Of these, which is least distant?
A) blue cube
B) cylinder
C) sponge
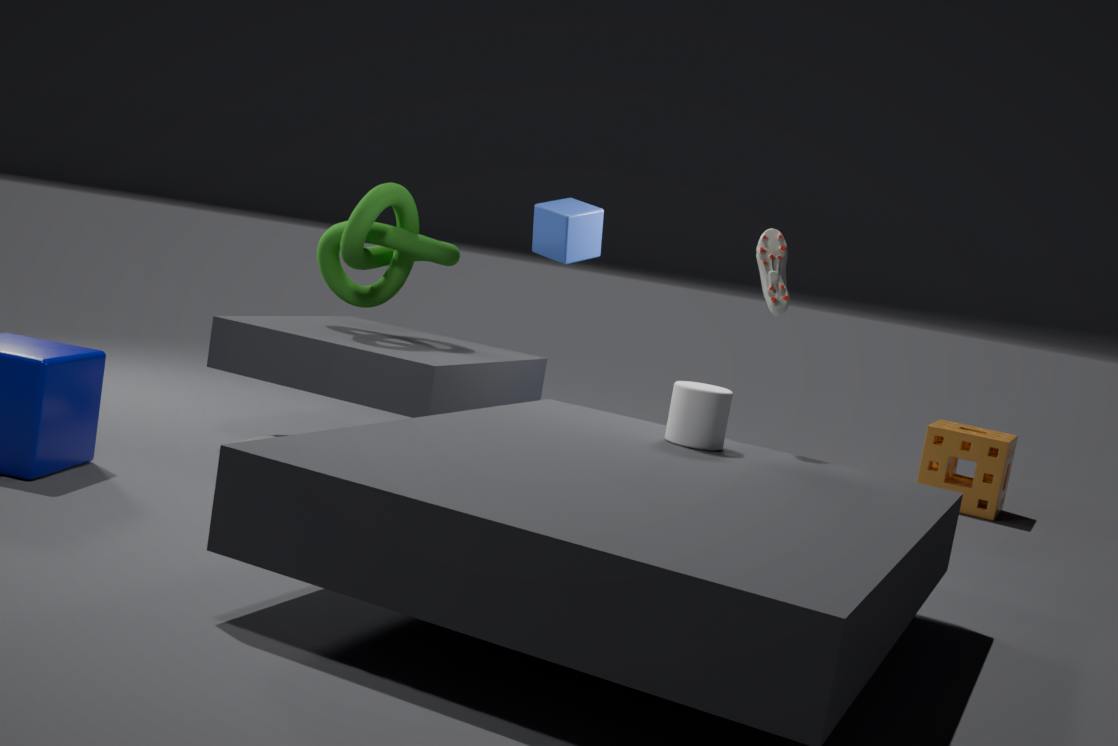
cylinder
